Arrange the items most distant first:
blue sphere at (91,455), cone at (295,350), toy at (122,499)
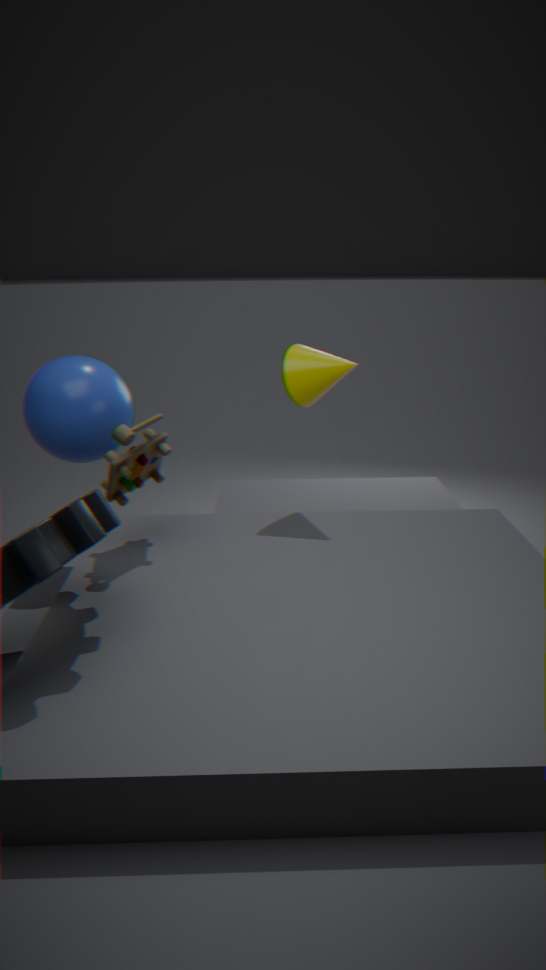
cone at (295,350), blue sphere at (91,455), toy at (122,499)
